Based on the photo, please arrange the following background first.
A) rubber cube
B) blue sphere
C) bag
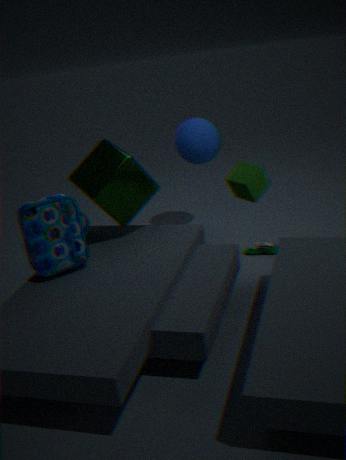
blue sphere
rubber cube
bag
